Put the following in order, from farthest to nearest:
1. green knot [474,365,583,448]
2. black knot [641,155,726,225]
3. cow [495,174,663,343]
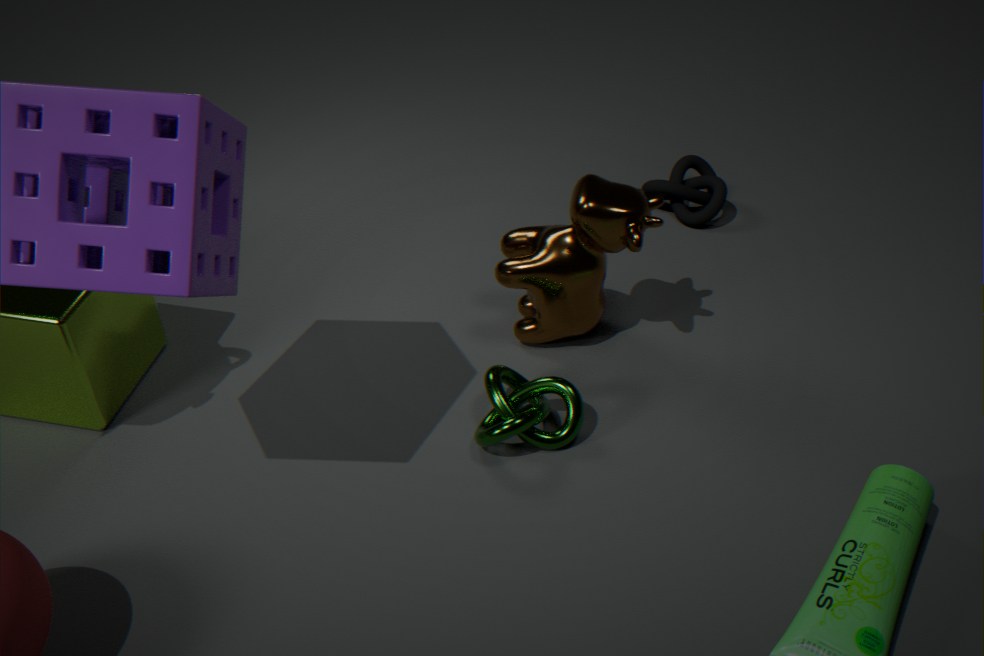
black knot [641,155,726,225] < cow [495,174,663,343] < green knot [474,365,583,448]
